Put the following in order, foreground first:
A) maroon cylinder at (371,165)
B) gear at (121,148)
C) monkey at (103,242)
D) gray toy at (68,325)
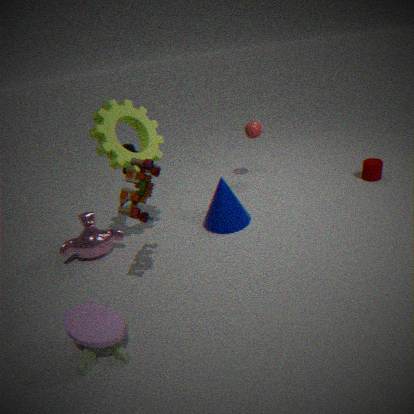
gray toy at (68,325) → gear at (121,148) → monkey at (103,242) → maroon cylinder at (371,165)
